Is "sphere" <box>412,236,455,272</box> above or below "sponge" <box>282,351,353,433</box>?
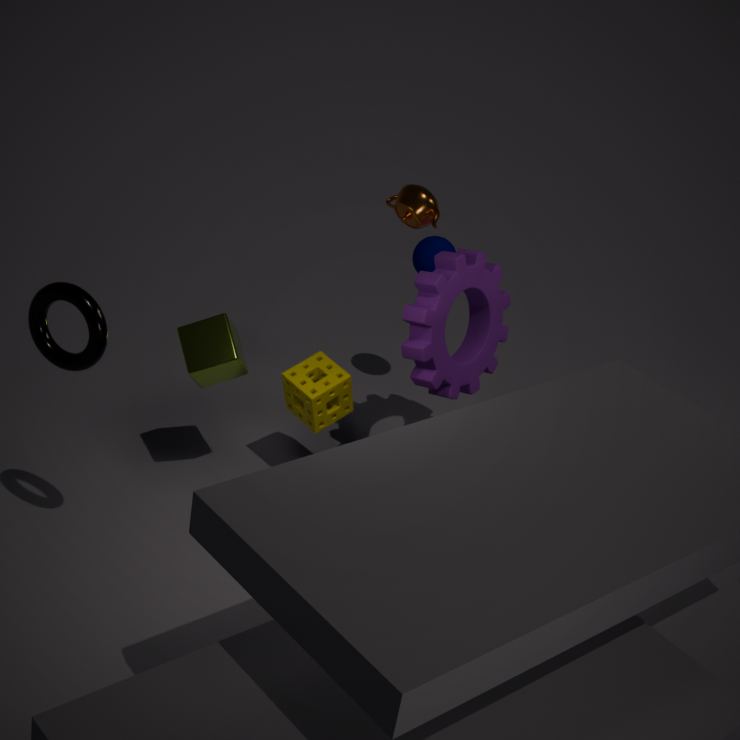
above
